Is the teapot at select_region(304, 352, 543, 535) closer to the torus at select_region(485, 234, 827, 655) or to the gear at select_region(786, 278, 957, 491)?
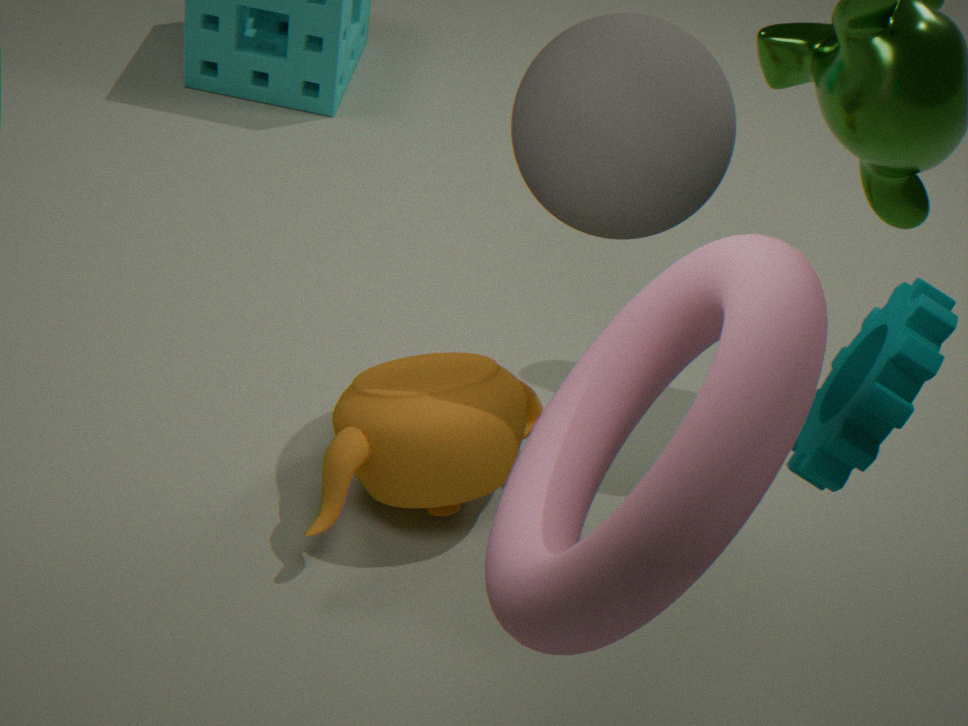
the torus at select_region(485, 234, 827, 655)
